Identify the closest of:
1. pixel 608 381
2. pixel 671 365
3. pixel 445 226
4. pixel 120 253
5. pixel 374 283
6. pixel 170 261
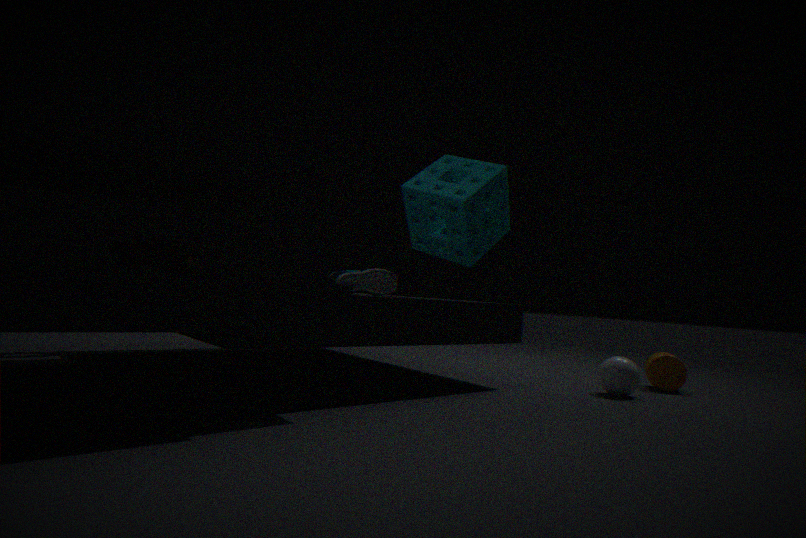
pixel 170 261
